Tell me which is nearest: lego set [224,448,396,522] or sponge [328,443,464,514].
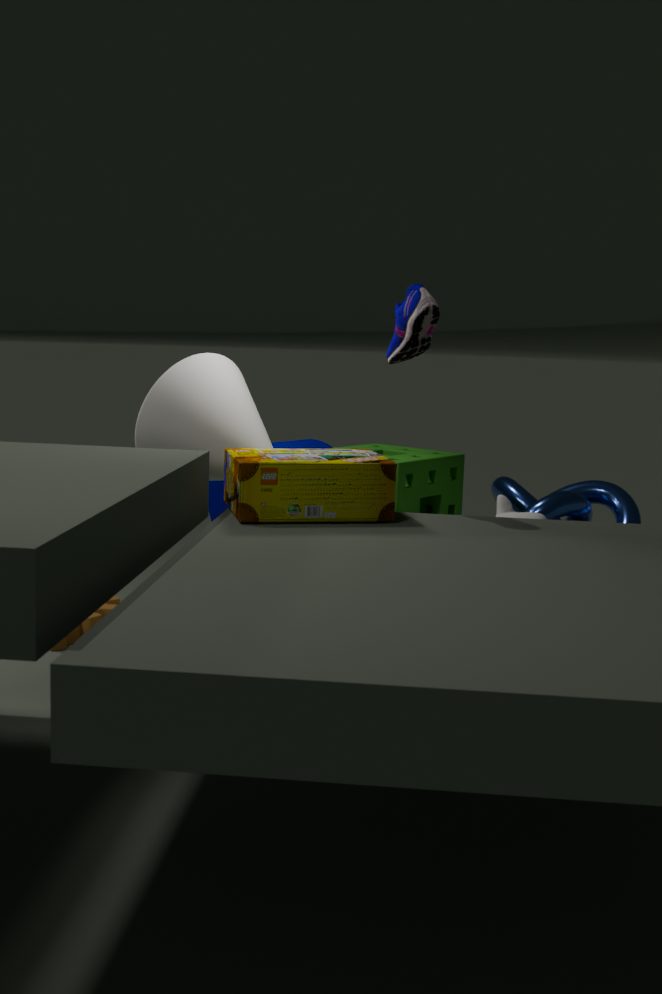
lego set [224,448,396,522]
